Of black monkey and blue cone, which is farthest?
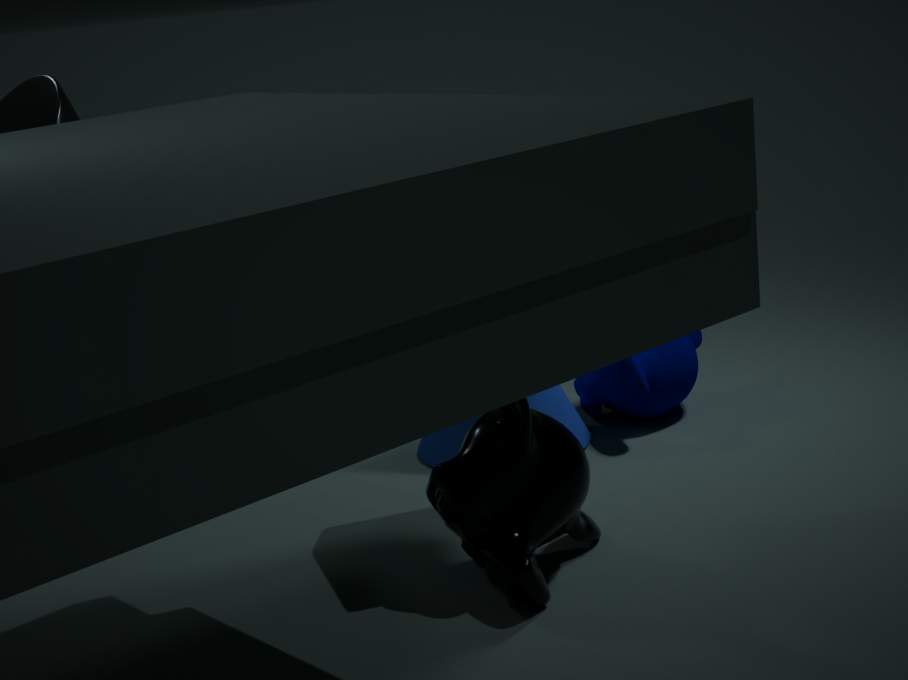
blue cone
